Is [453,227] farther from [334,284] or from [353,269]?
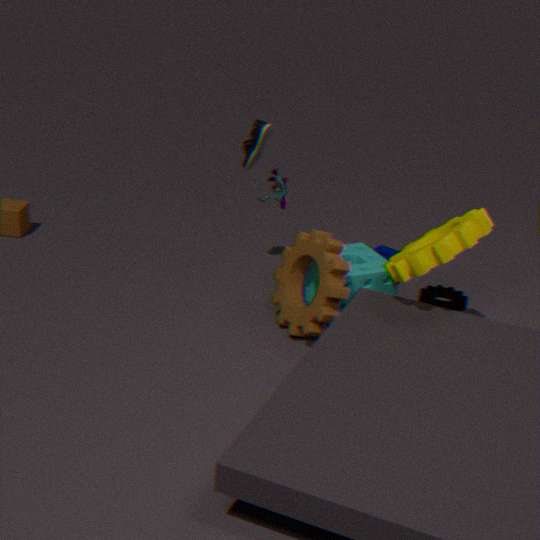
[334,284]
